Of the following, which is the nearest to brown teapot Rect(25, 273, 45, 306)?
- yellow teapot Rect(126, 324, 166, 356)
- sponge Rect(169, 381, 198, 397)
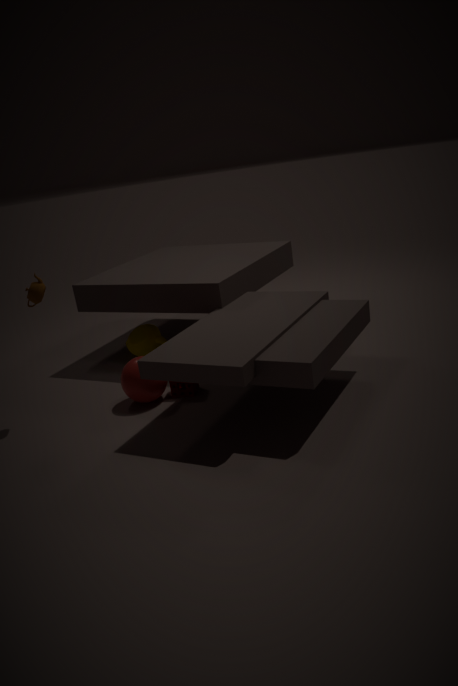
sponge Rect(169, 381, 198, 397)
